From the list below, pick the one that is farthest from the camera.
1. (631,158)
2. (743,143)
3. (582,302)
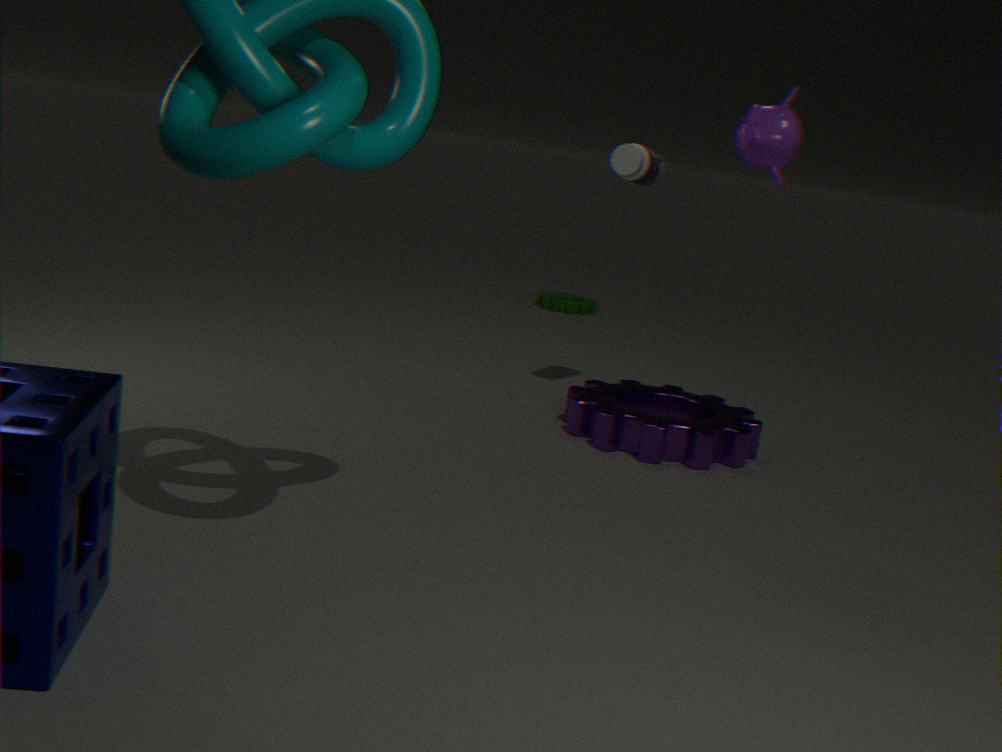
(582,302)
